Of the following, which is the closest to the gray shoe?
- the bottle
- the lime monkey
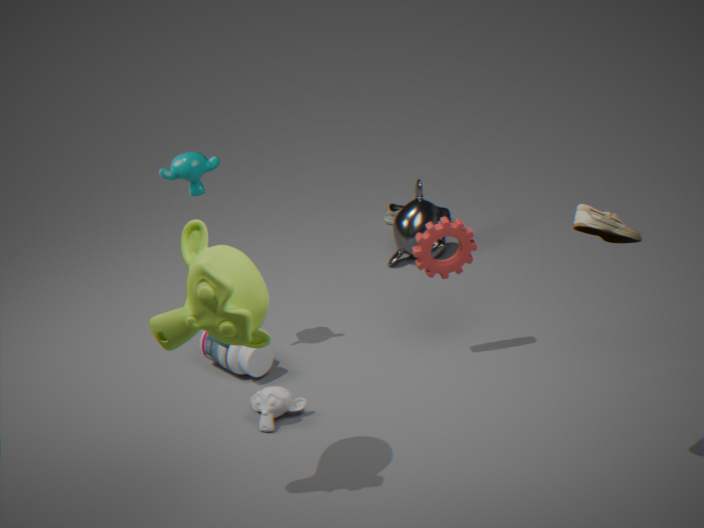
the bottle
